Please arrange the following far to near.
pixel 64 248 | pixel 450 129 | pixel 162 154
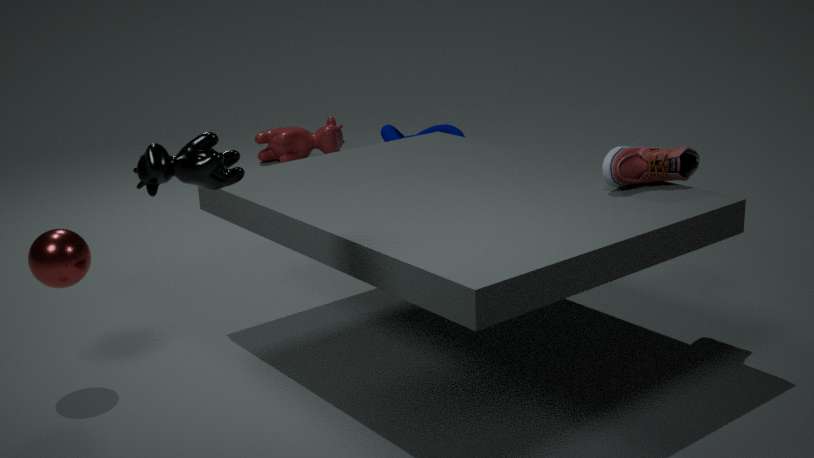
pixel 450 129, pixel 64 248, pixel 162 154
